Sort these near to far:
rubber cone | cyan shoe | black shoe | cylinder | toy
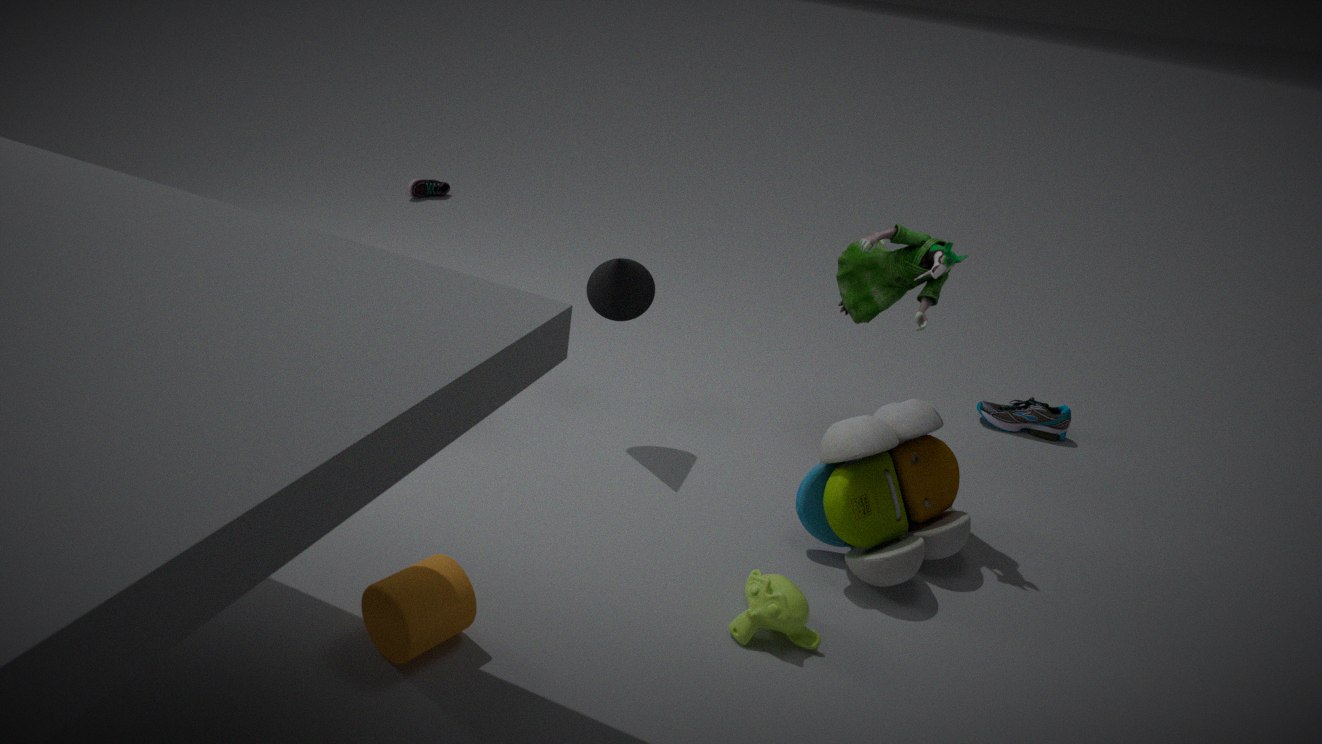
cylinder
toy
rubber cone
cyan shoe
black shoe
